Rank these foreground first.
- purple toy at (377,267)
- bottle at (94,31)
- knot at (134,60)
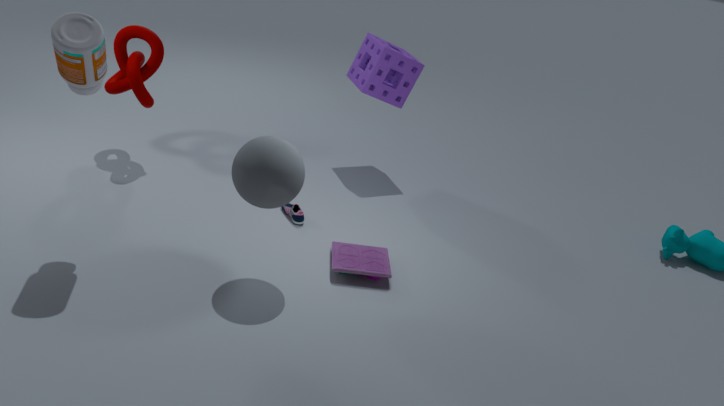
bottle at (94,31) < purple toy at (377,267) < knot at (134,60)
